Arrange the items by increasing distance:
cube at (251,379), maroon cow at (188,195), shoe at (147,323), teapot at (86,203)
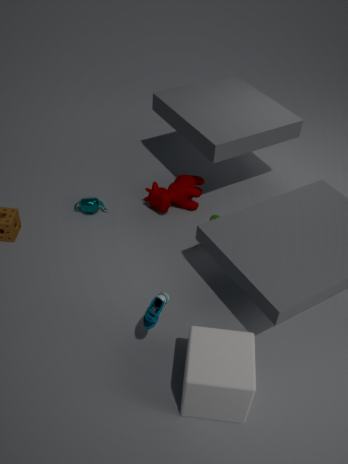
cube at (251,379)
shoe at (147,323)
teapot at (86,203)
maroon cow at (188,195)
